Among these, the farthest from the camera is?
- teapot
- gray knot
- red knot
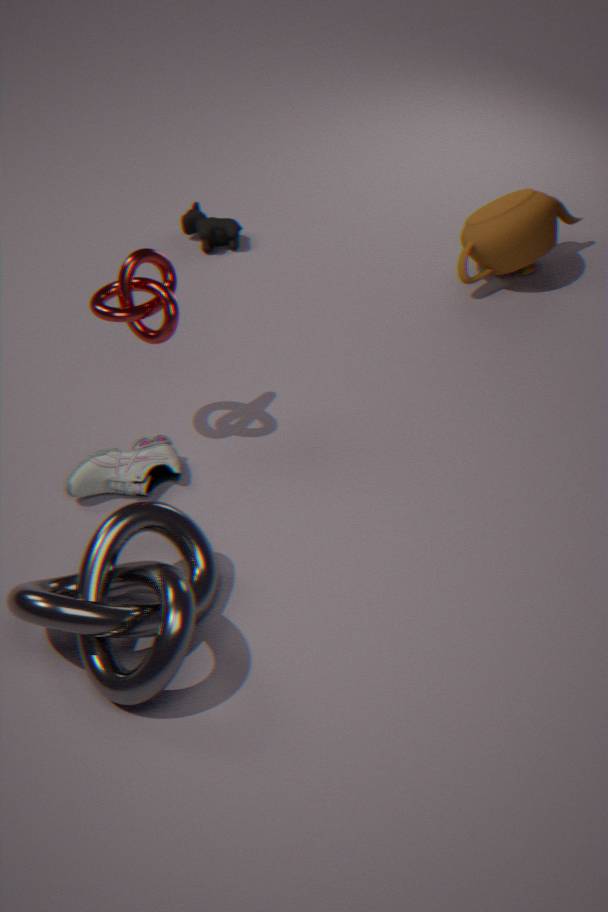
teapot
